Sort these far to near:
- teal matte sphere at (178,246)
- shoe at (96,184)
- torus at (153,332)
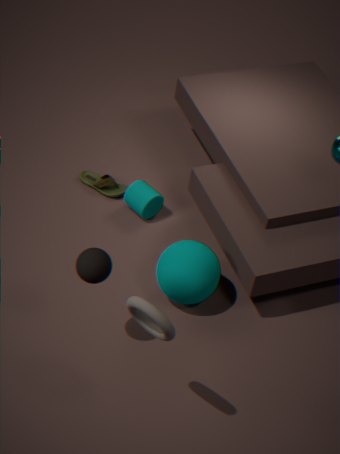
shoe at (96,184), teal matte sphere at (178,246), torus at (153,332)
